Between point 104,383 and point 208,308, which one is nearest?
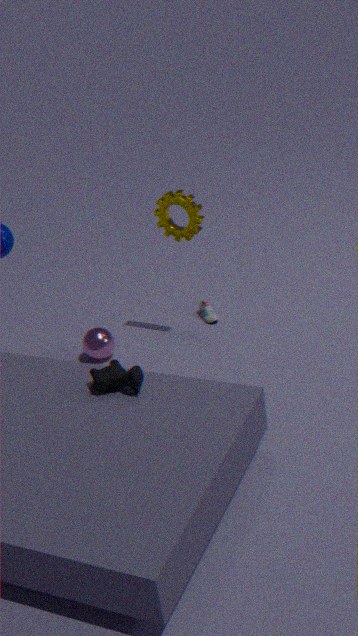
point 104,383
